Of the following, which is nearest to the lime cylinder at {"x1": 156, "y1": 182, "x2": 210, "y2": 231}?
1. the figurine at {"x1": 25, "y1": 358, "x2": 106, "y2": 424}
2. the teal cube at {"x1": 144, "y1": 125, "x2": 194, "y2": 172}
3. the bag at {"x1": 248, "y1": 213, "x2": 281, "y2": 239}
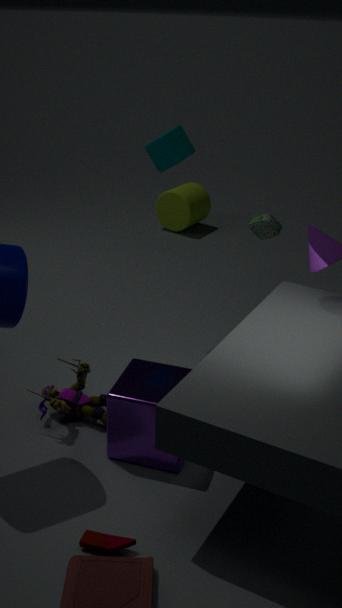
the bag at {"x1": 248, "y1": 213, "x2": 281, "y2": 239}
